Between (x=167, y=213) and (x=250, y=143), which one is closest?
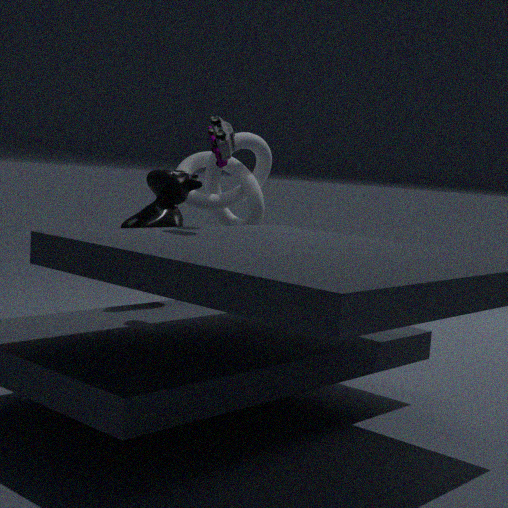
(x=167, y=213)
